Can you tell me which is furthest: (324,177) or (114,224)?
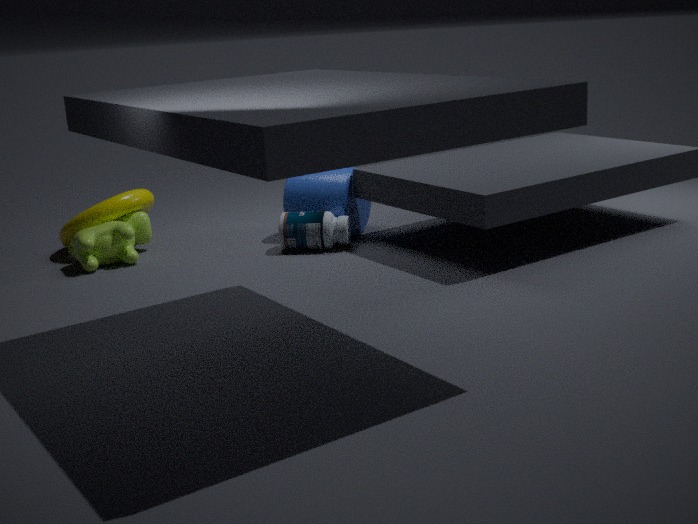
(324,177)
